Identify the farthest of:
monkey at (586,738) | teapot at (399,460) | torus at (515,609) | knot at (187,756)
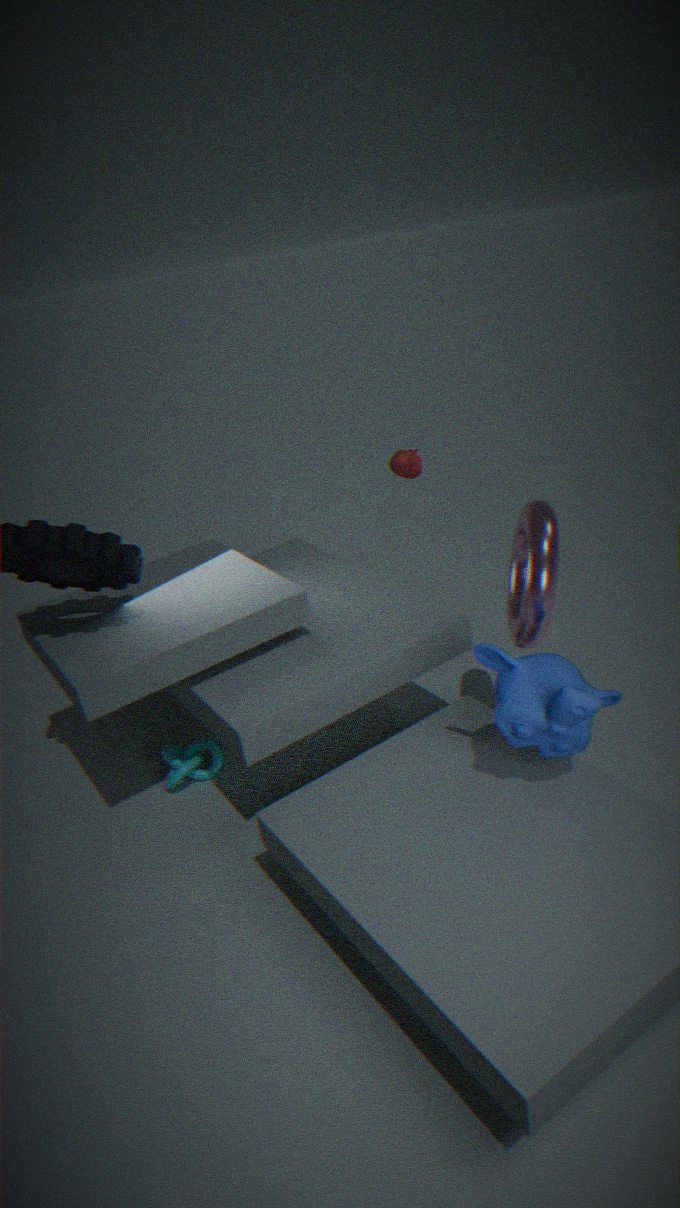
teapot at (399,460)
